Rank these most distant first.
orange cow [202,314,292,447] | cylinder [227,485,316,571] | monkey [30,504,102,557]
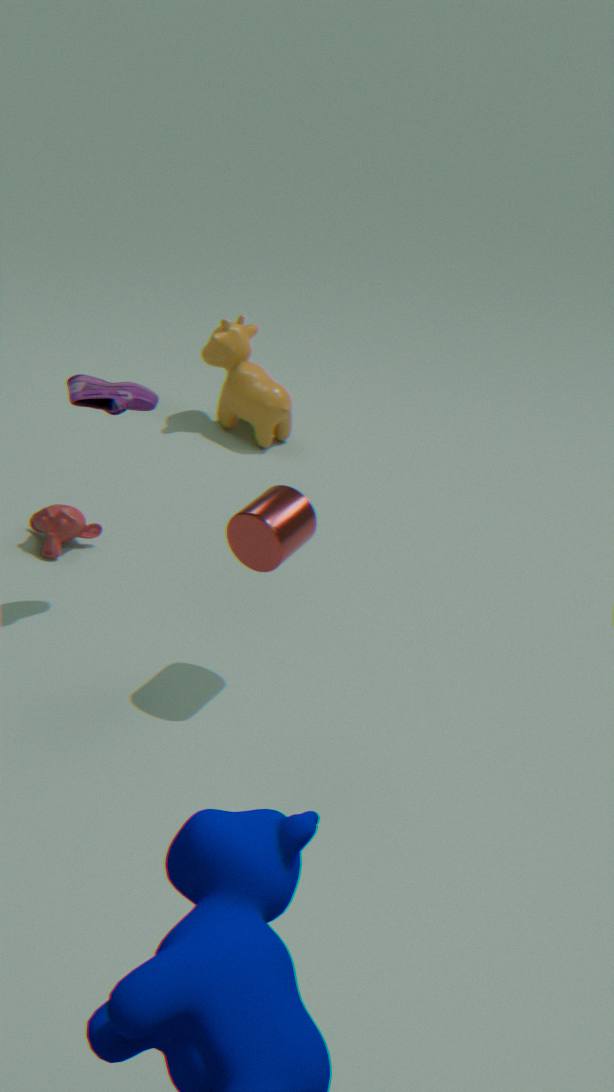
orange cow [202,314,292,447]
monkey [30,504,102,557]
cylinder [227,485,316,571]
